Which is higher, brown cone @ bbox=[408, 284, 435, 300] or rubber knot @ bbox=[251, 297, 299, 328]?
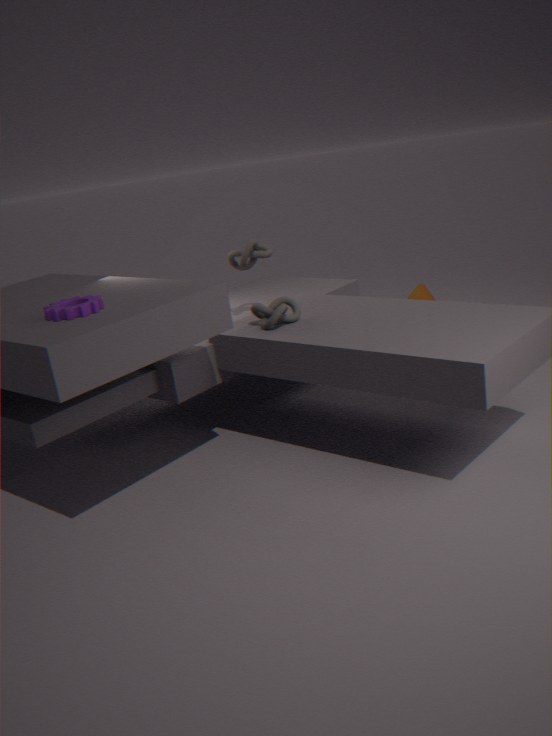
rubber knot @ bbox=[251, 297, 299, 328]
